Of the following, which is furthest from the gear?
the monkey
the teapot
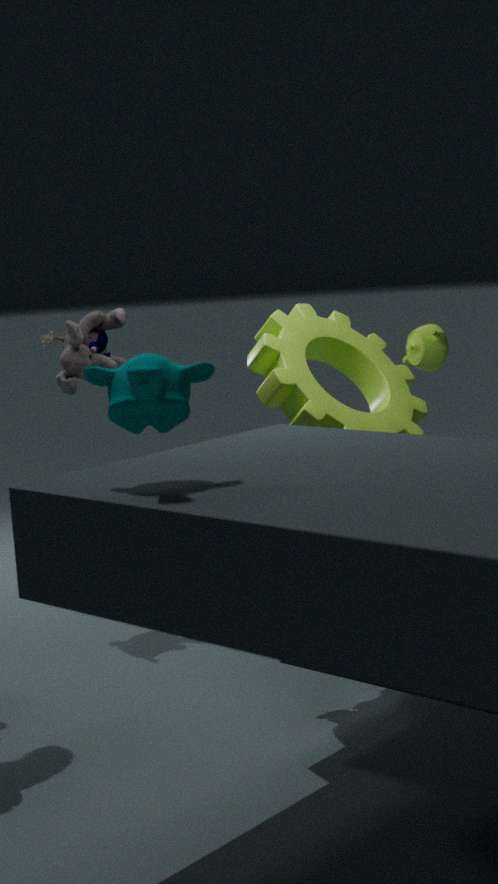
the monkey
